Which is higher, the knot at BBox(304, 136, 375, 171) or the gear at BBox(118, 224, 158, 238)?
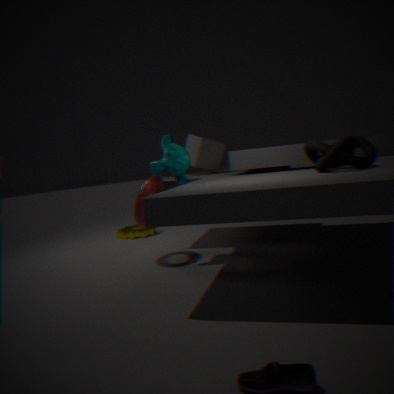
the knot at BBox(304, 136, 375, 171)
